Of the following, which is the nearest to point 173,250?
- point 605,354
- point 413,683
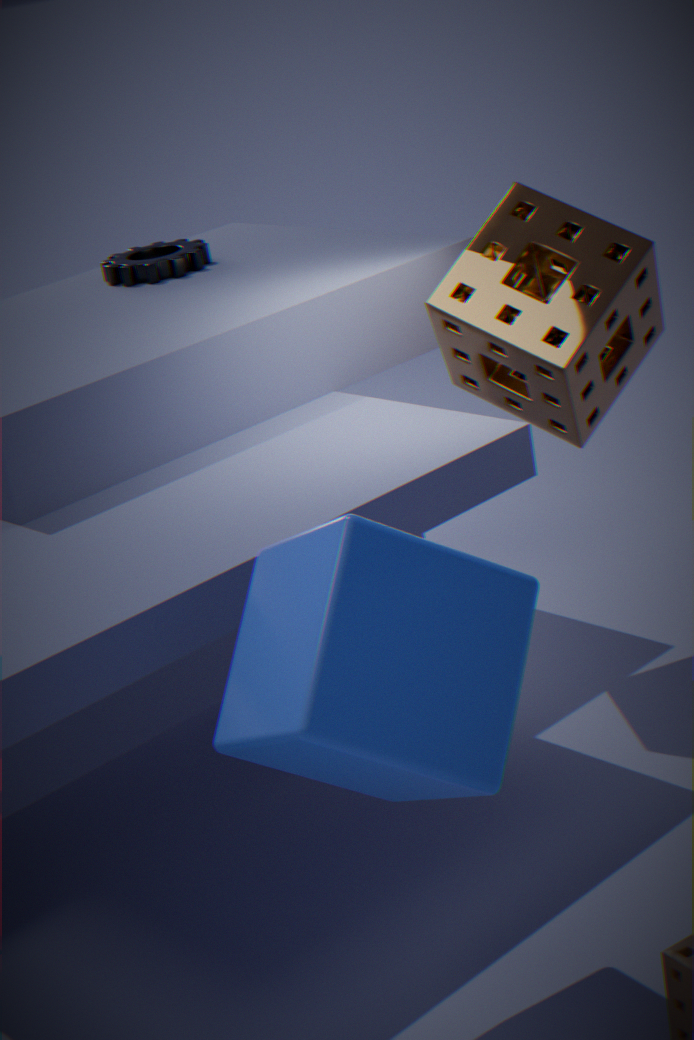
point 605,354
